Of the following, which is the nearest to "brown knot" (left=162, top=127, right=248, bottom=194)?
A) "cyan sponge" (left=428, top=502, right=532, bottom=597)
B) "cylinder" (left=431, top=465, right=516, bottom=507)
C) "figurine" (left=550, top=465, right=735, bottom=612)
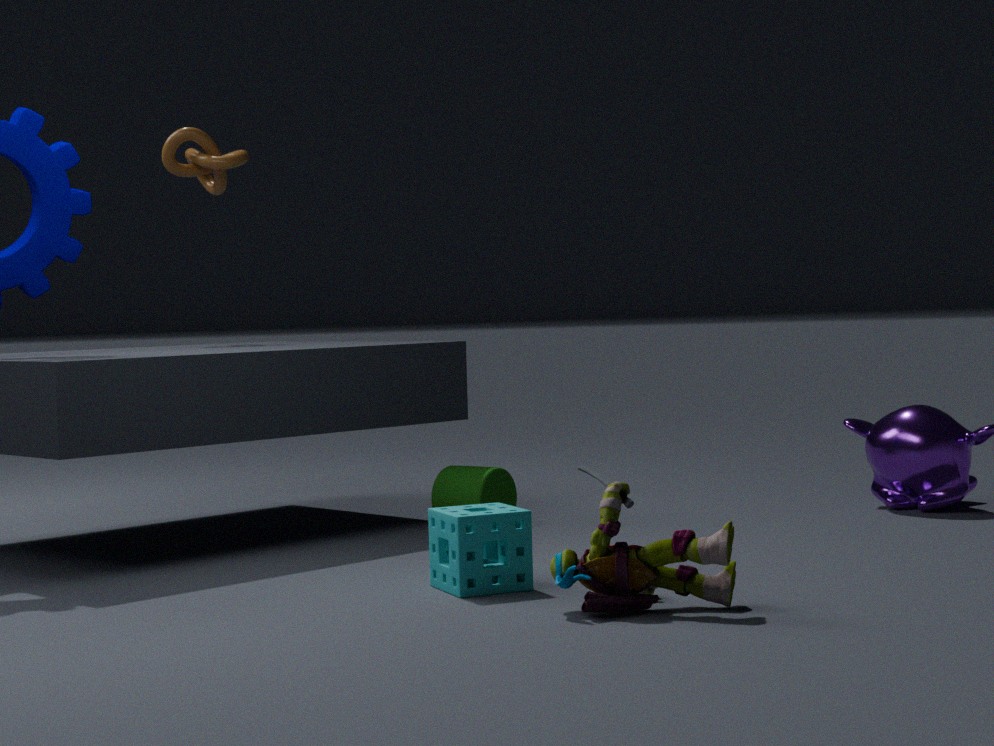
"cylinder" (left=431, top=465, right=516, bottom=507)
